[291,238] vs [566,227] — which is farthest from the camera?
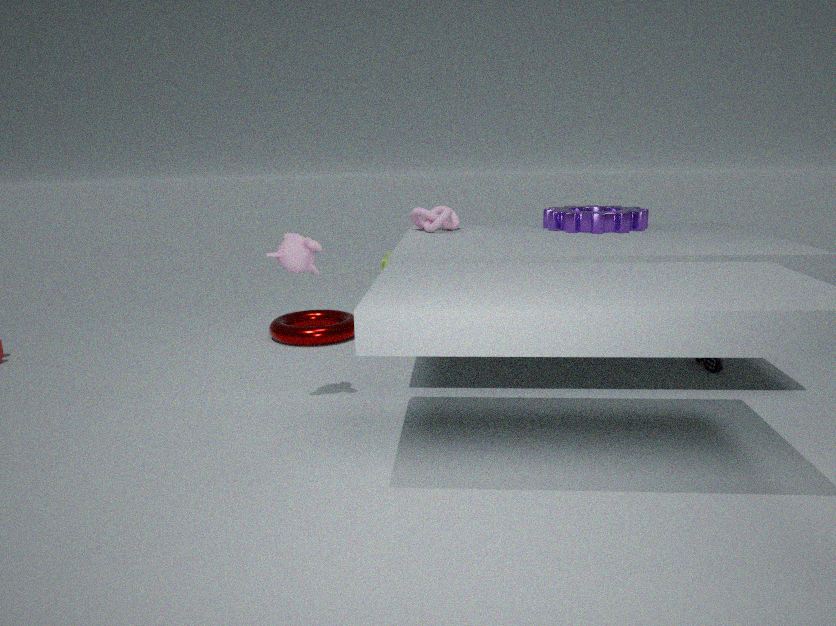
[566,227]
